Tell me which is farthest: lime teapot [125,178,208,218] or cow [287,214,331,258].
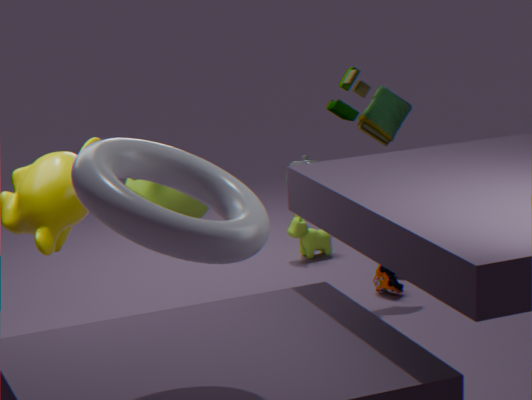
cow [287,214,331,258]
